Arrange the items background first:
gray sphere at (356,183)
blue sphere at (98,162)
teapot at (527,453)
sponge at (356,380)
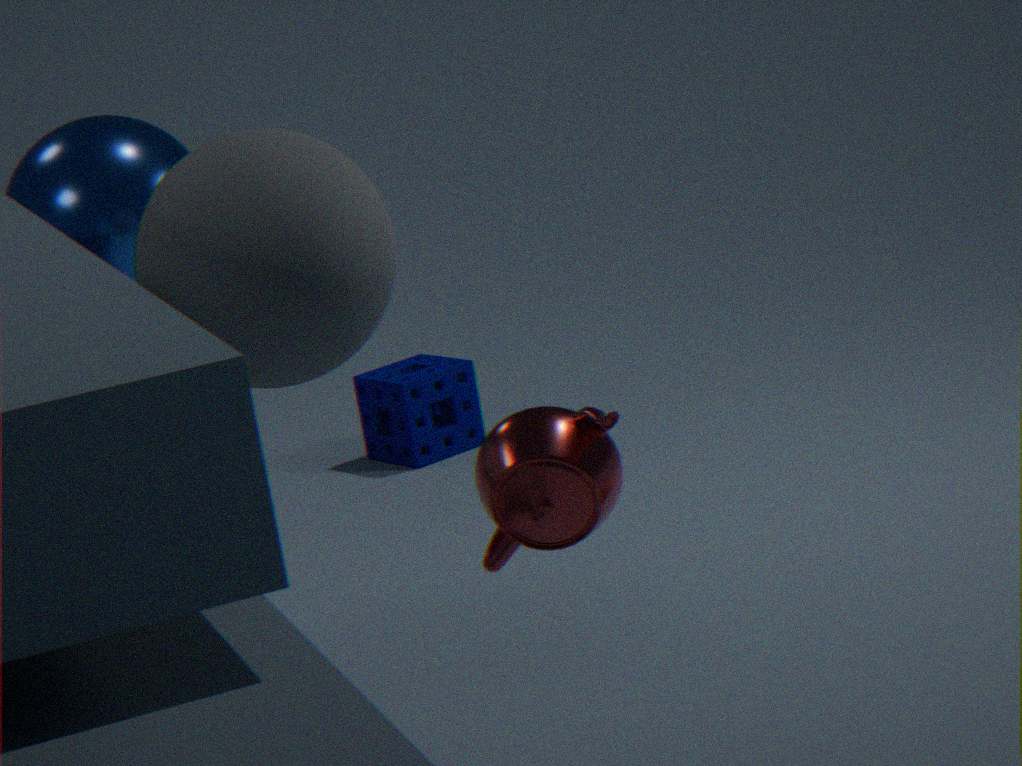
sponge at (356,380), blue sphere at (98,162), gray sphere at (356,183), teapot at (527,453)
